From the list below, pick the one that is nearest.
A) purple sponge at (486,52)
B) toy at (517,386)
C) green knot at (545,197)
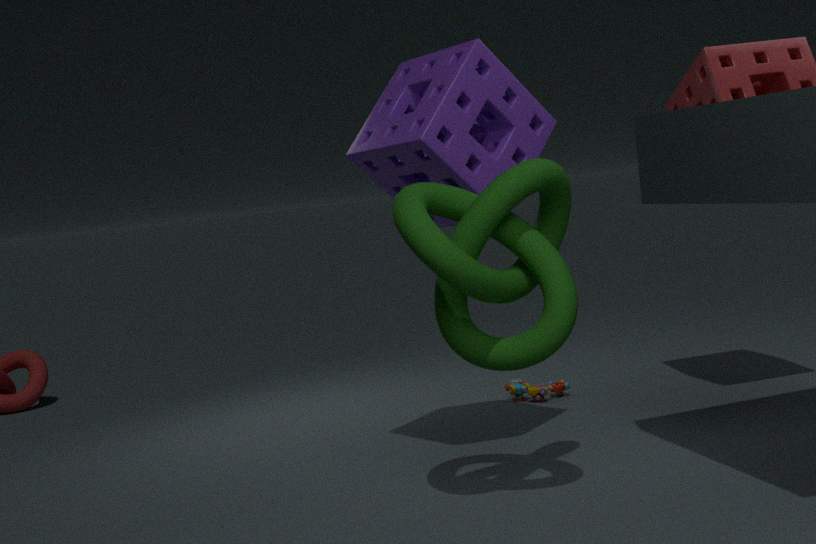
green knot at (545,197)
